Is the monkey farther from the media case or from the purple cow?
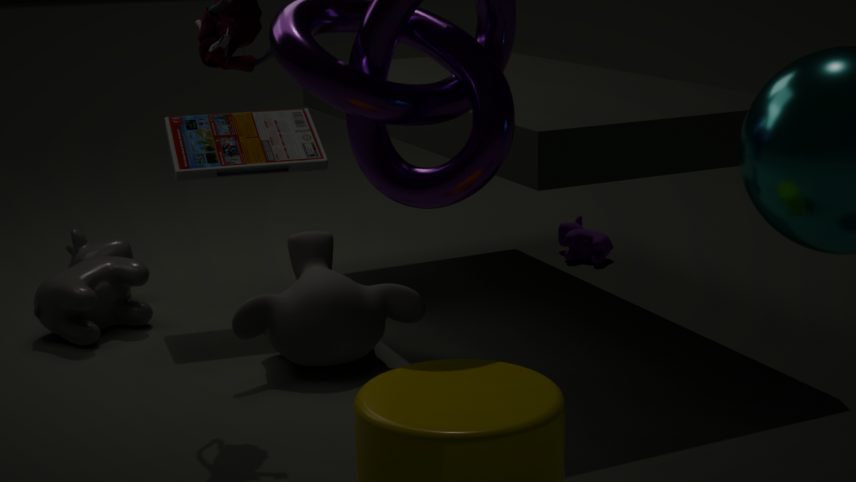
the purple cow
